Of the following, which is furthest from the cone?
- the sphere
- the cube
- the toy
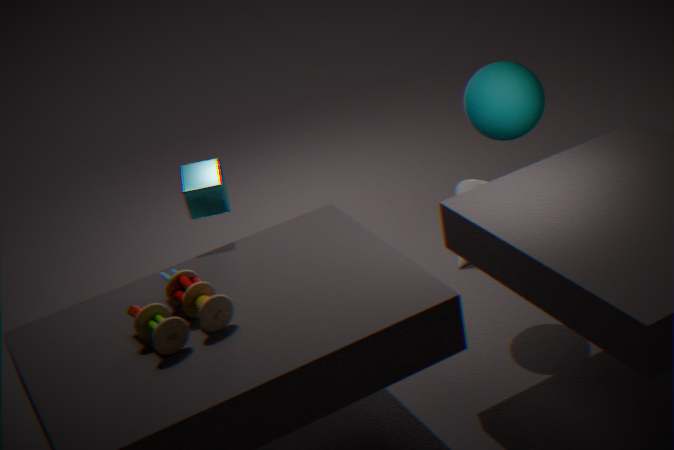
the toy
